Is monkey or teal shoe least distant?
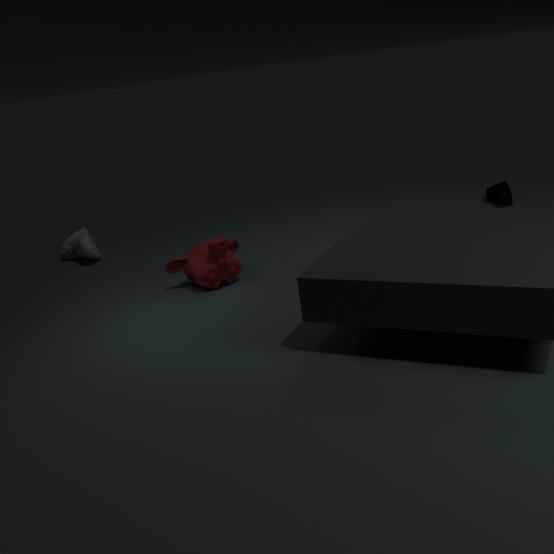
monkey
